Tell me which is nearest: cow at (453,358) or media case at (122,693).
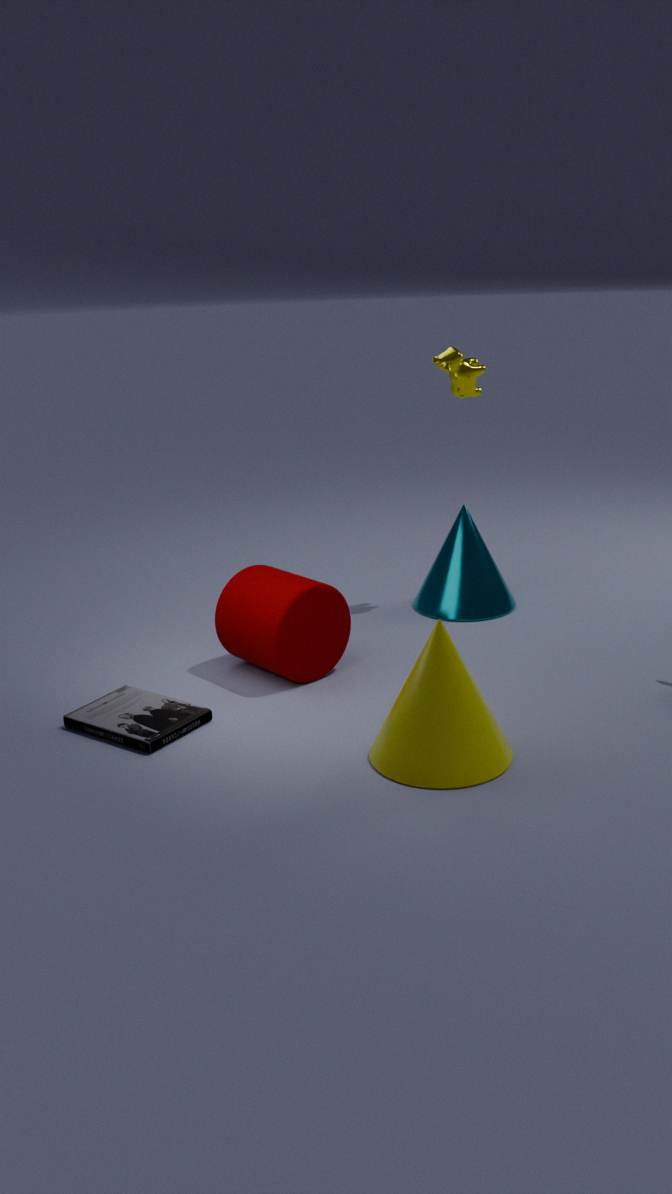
media case at (122,693)
